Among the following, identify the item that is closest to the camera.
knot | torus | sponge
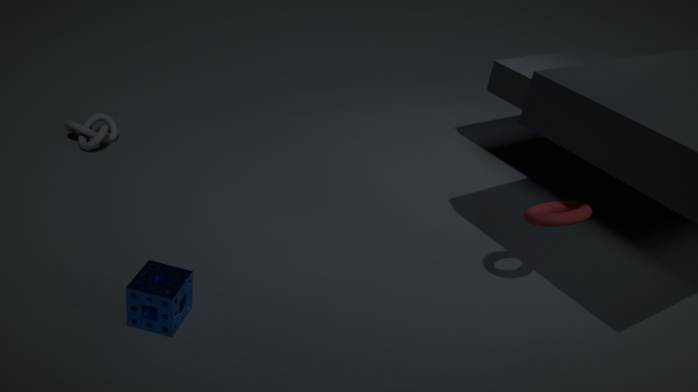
sponge
